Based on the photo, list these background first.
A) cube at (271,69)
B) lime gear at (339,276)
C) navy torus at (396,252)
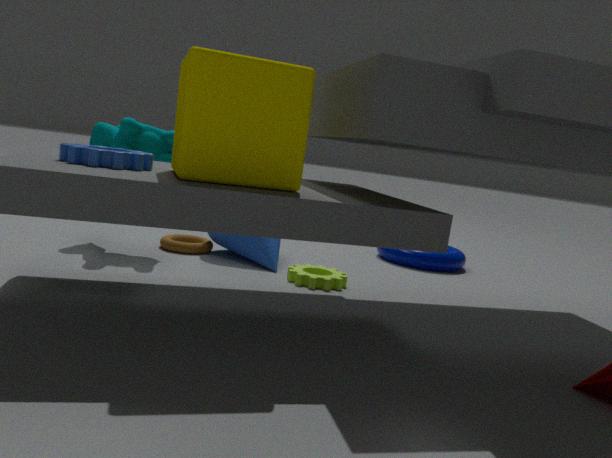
1. navy torus at (396,252)
2. lime gear at (339,276)
3. cube at (271,69)
